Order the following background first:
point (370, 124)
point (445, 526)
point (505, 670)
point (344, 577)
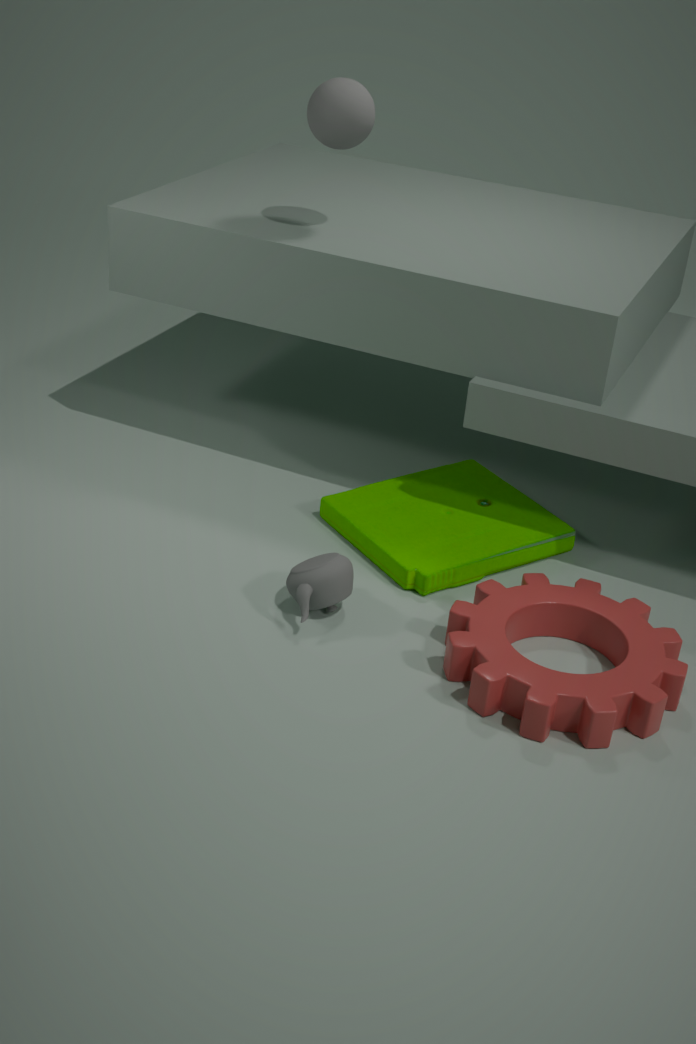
point (445, 526)
point (370, 124)
point (344, 577)
point (505, 670)
